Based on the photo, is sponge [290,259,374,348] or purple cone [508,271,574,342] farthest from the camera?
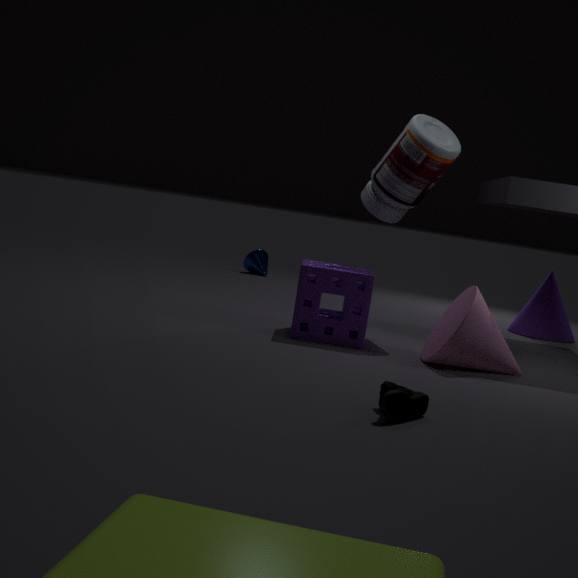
purple cone [508,271,574,342]
